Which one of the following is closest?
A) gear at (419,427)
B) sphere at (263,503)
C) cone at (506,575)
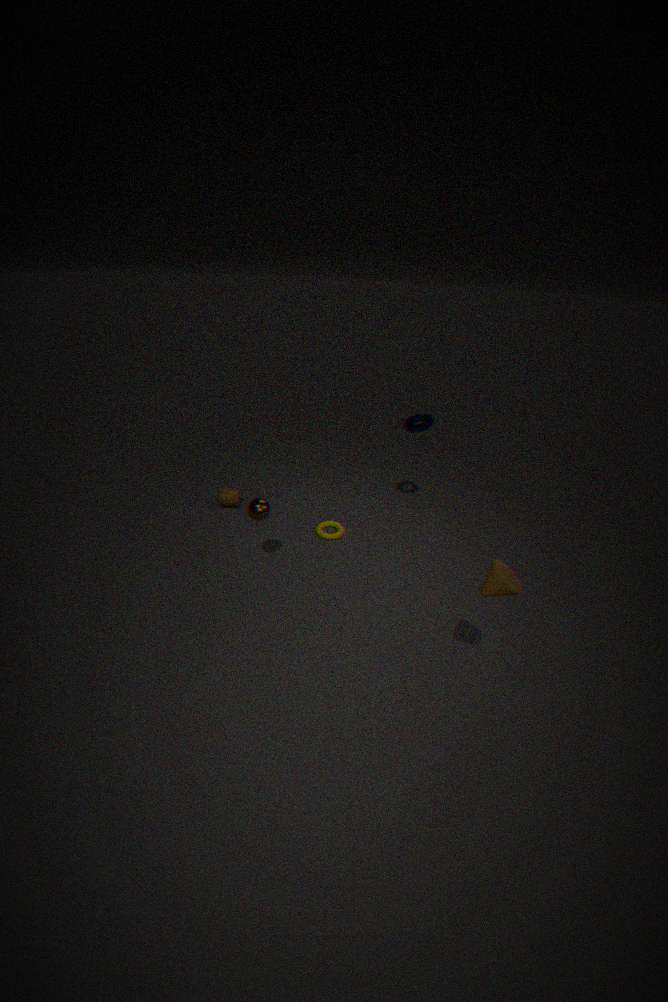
cone at (506,575)
